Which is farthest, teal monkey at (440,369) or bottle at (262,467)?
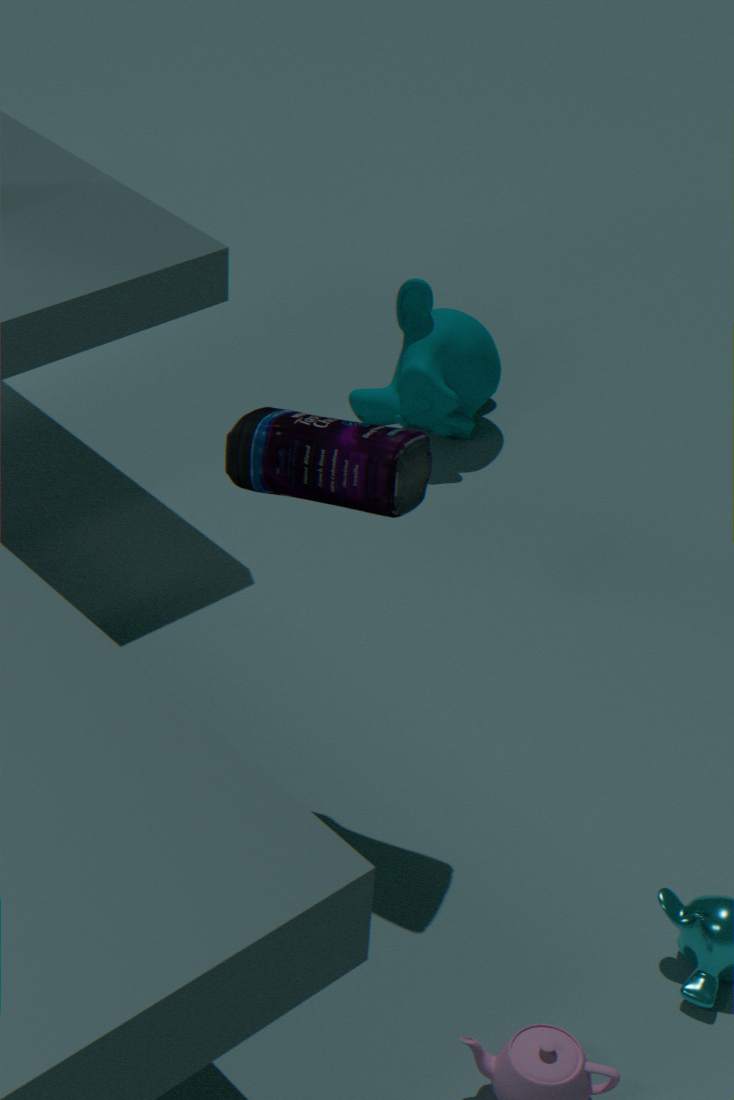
teal monkey at (440,369)
